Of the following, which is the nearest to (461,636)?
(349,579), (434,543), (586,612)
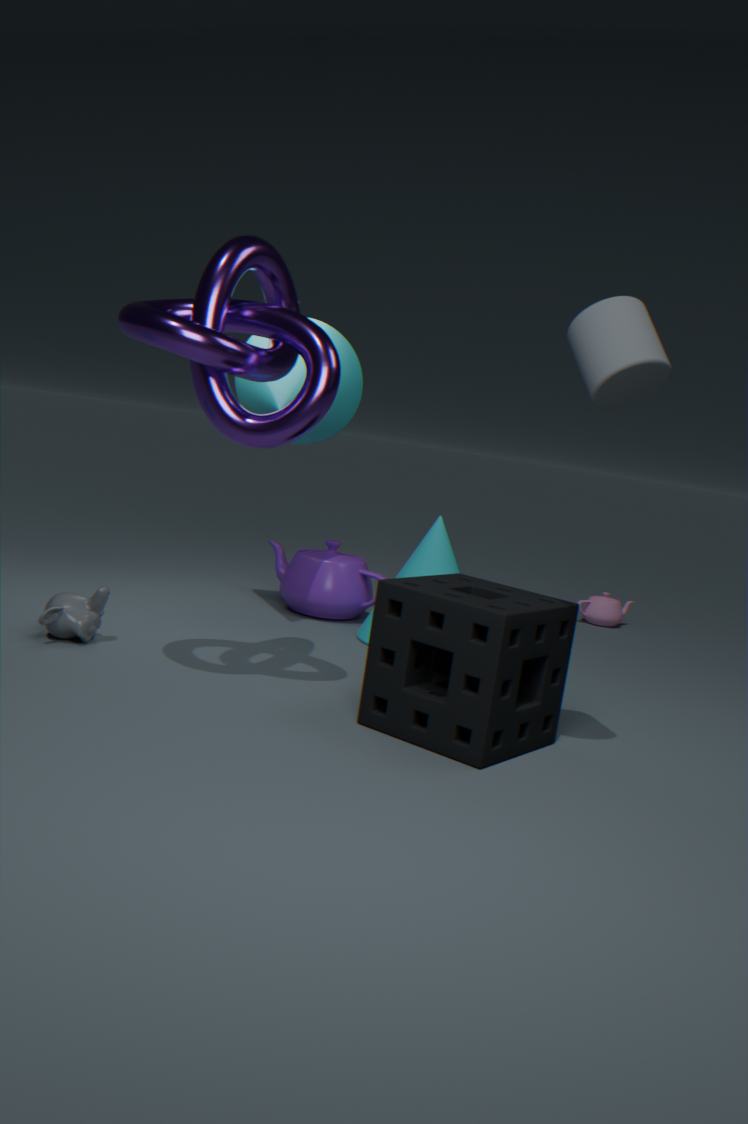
(434,543)
